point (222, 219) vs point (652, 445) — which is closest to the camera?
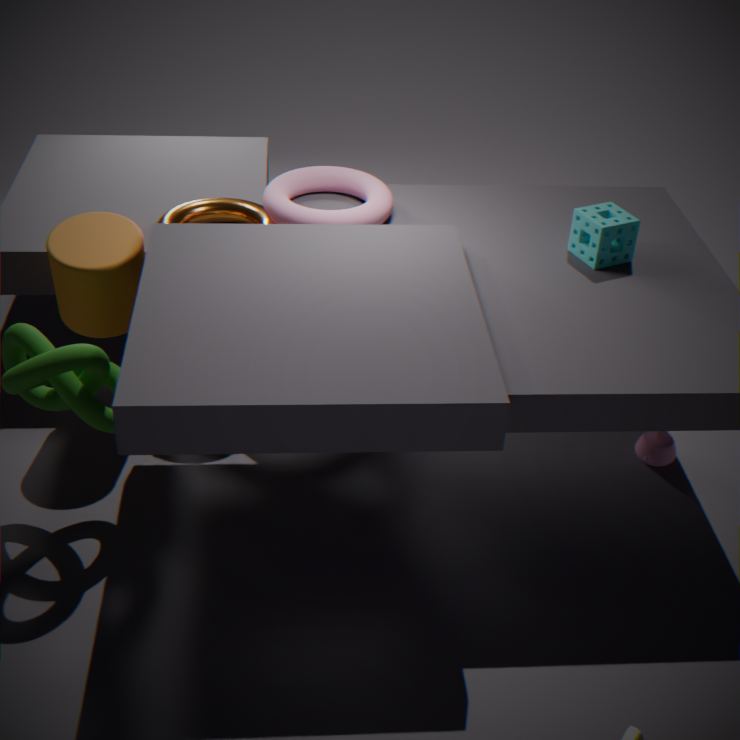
point (652, 445)
